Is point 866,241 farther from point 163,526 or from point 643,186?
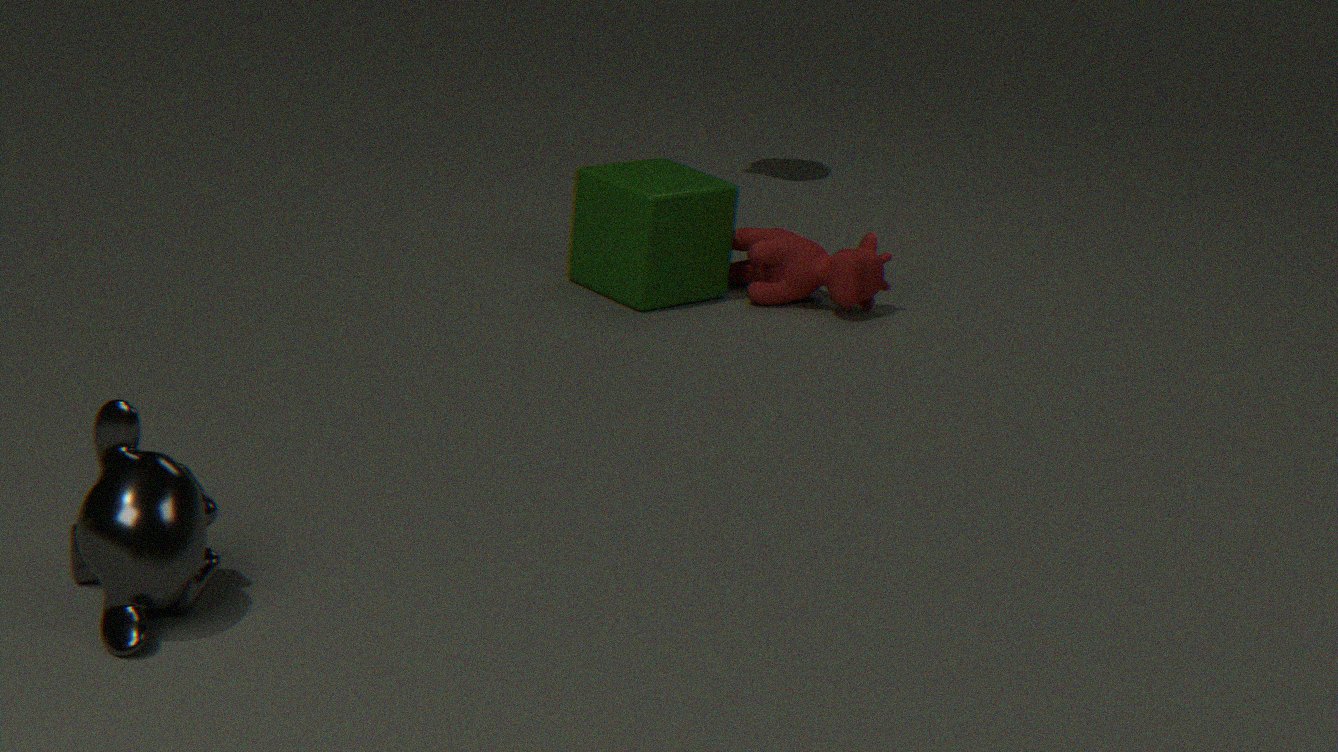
point 163,526
